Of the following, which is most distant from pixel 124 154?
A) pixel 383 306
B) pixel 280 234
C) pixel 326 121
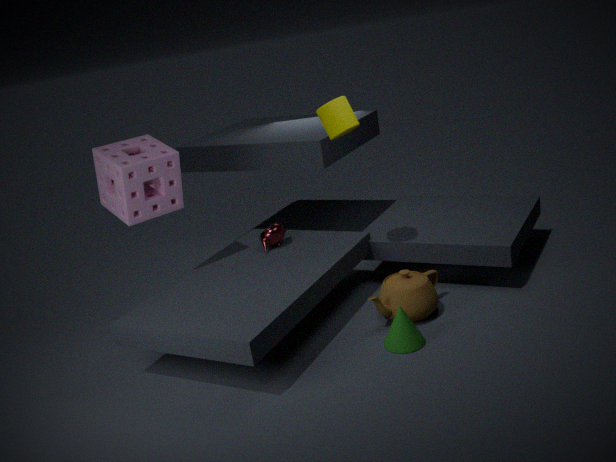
pixel 383 306
